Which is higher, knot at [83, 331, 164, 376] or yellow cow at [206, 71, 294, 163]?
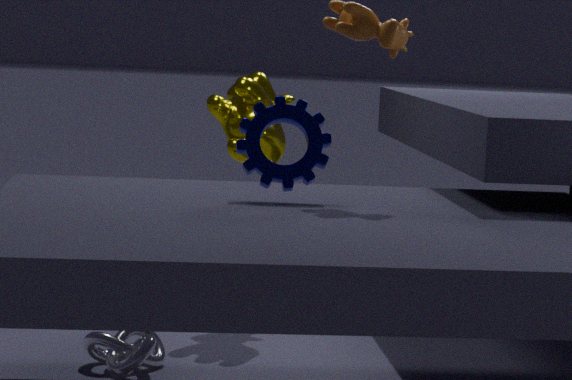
yellow cow at [206, 71, 294, 163]
